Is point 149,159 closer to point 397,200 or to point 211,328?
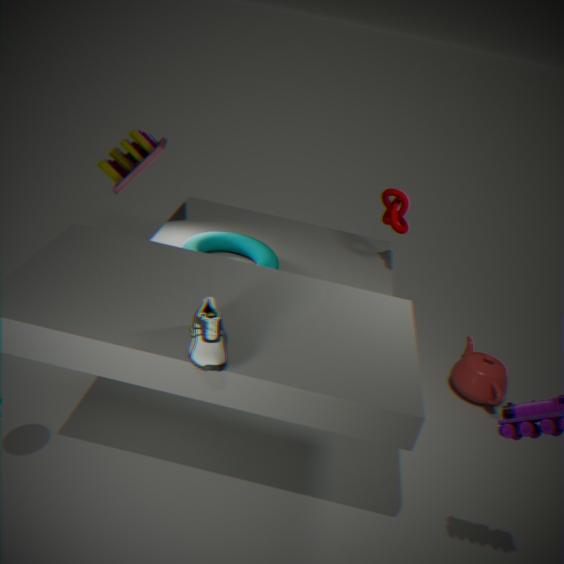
point 397,200
